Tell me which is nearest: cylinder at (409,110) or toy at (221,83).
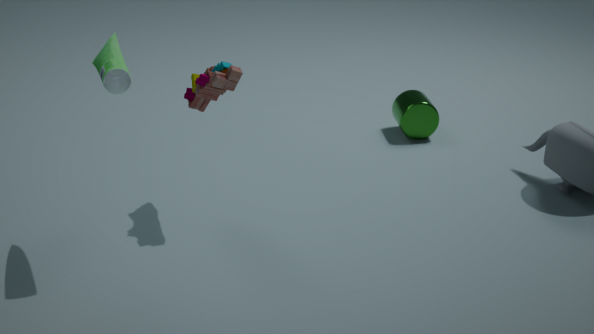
toy at (221,83)
